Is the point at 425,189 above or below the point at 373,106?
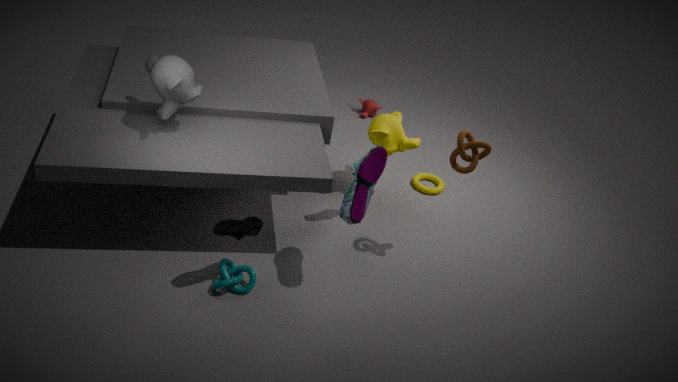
below
